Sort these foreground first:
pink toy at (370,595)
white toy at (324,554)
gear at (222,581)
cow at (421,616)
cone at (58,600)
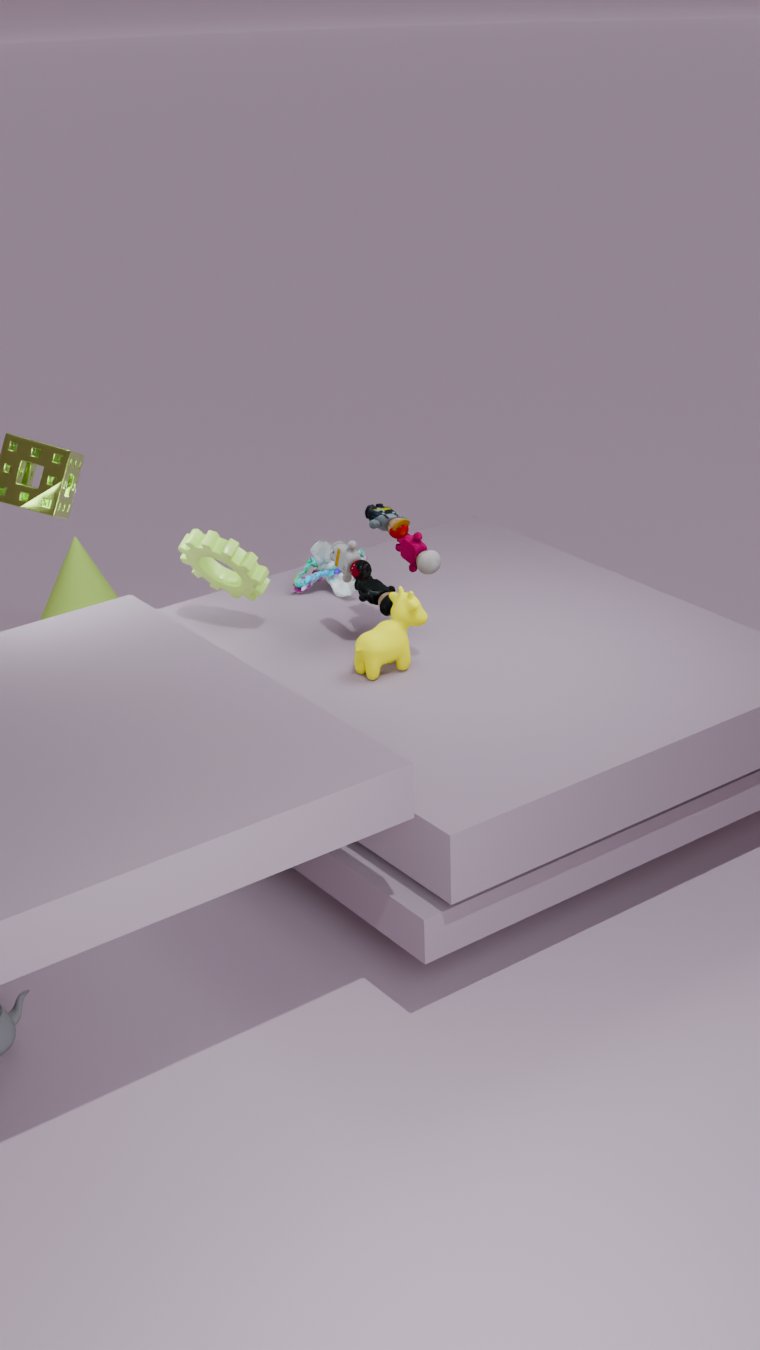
cow at (421,616) → pink toy at (370,595) → gear at (222,581) → white toy at (324,554) → cone at (58,600)
